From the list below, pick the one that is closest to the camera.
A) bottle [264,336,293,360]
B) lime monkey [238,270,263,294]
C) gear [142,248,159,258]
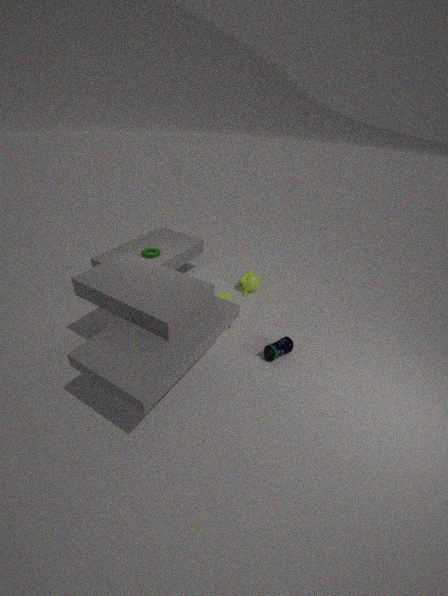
bottle [264,336,293,360]
